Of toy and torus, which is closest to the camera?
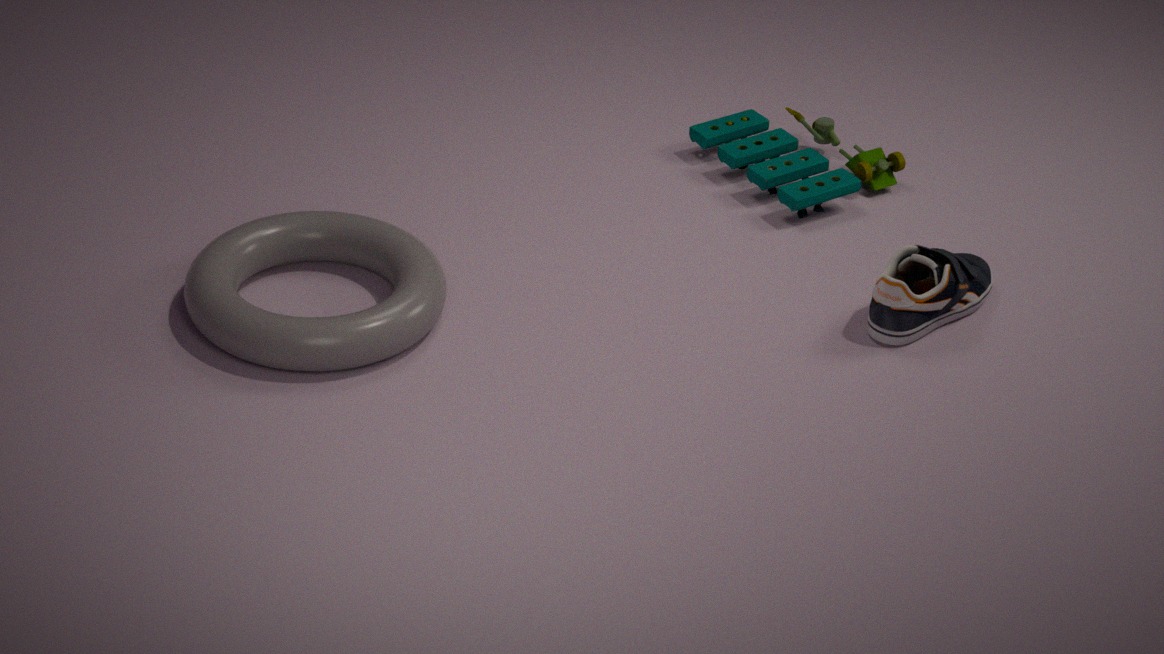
torus
